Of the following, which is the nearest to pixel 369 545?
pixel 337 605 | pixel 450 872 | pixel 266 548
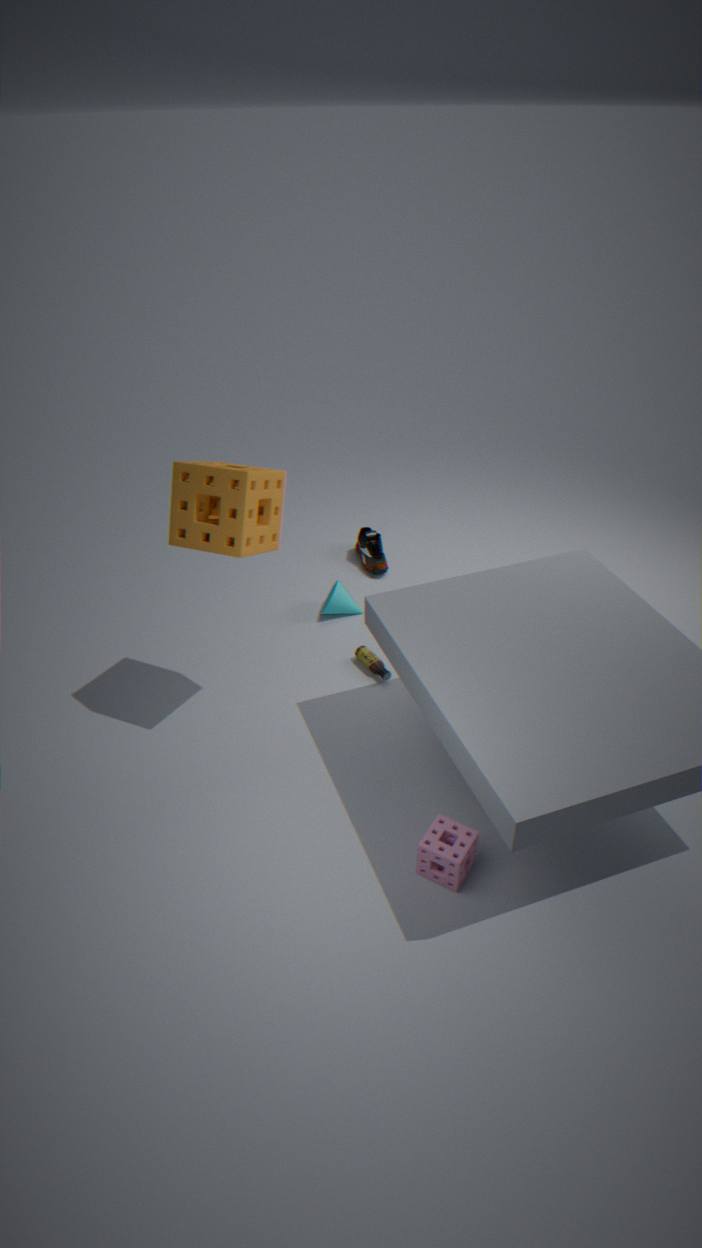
pixel 337 605
